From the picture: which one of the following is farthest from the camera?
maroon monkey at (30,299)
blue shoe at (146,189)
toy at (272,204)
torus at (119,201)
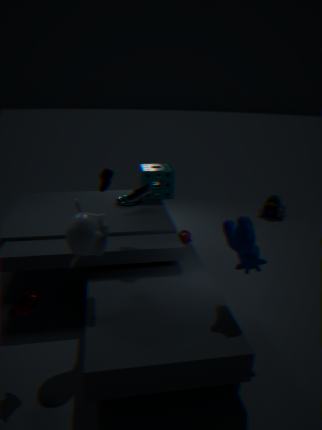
toy at (272,204)
